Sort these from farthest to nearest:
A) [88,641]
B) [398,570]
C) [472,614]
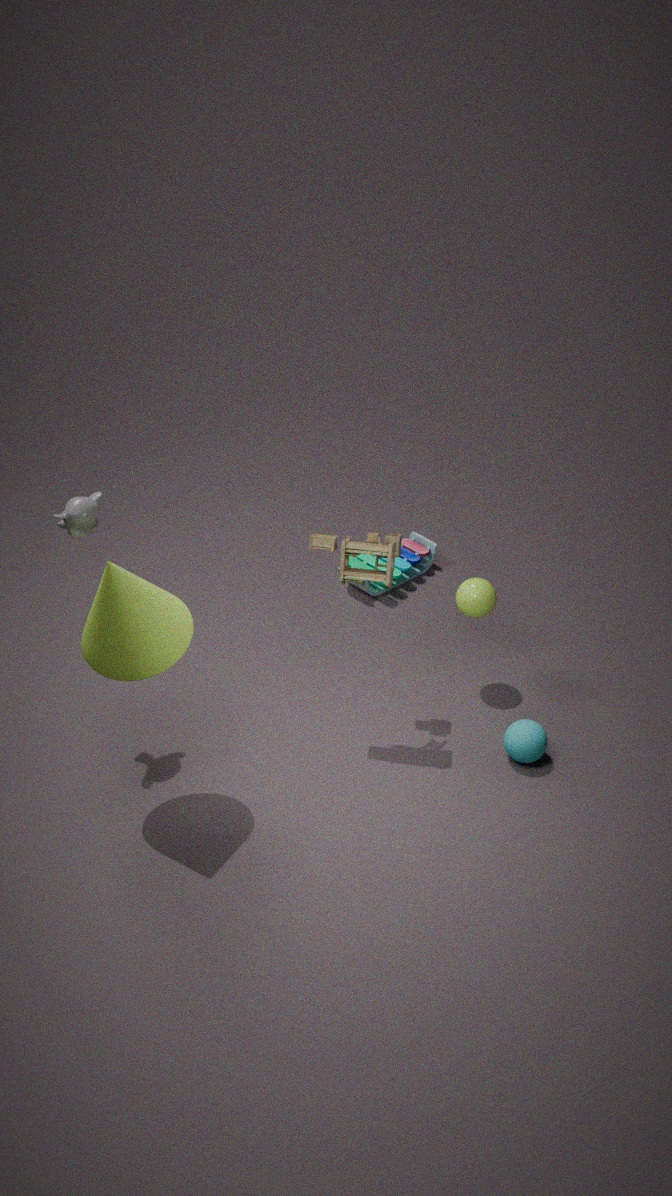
[398,570] < [472,614] < [88,641]
